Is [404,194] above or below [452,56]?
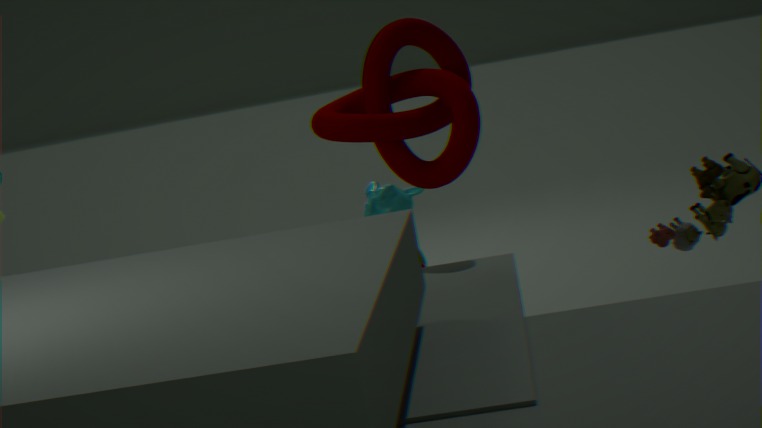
below
